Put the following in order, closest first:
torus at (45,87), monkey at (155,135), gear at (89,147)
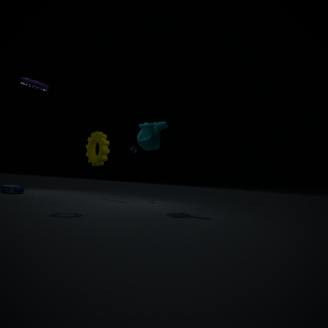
torus at (45,87), monkey at (155,135), gear at (89,147)
